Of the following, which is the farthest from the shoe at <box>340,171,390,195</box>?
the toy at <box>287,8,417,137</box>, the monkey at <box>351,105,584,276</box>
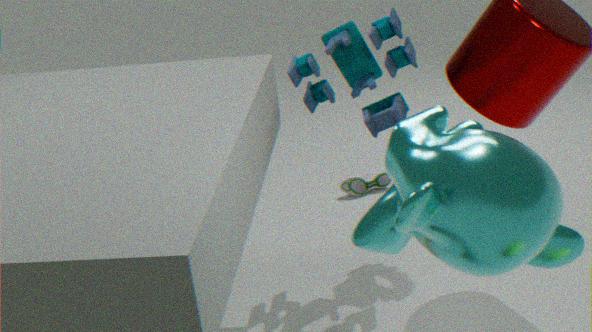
the monkey at <box>351,105,584,276</box>
